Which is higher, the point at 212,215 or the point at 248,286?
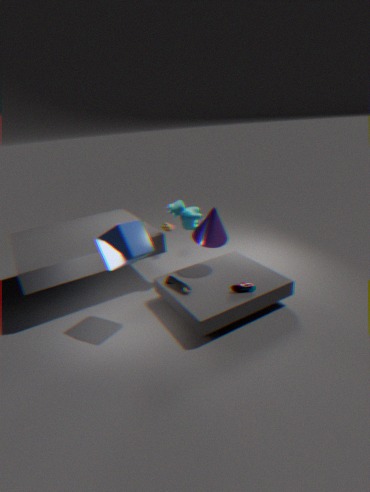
the point at 212,215
